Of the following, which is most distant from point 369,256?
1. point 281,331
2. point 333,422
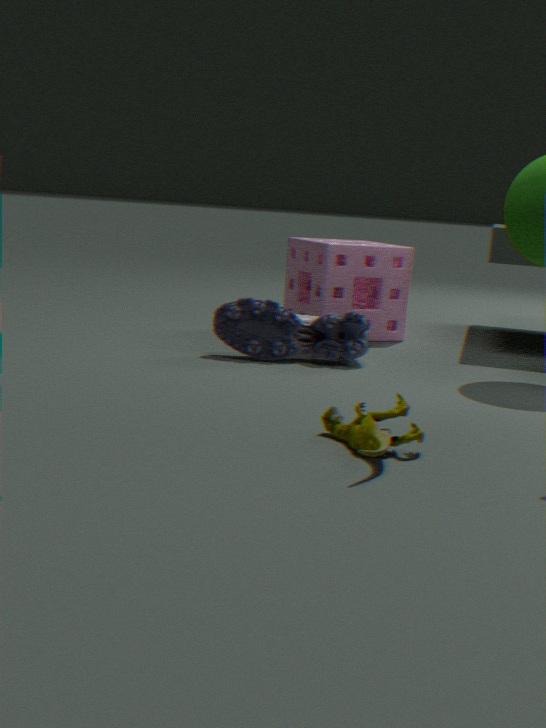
point 333,422
